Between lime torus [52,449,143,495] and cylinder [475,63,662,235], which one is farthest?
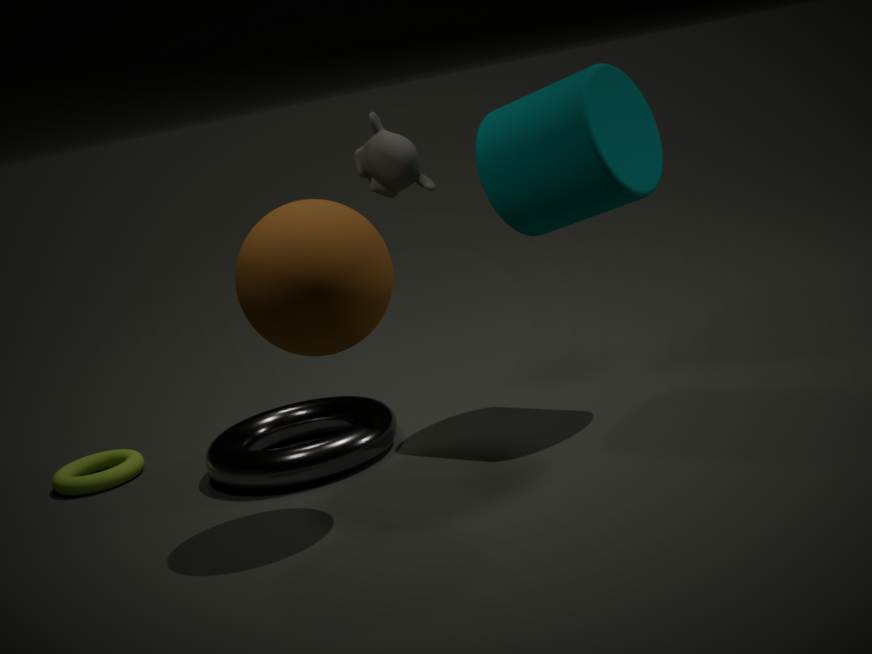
lime torus [52,449,143,495]
